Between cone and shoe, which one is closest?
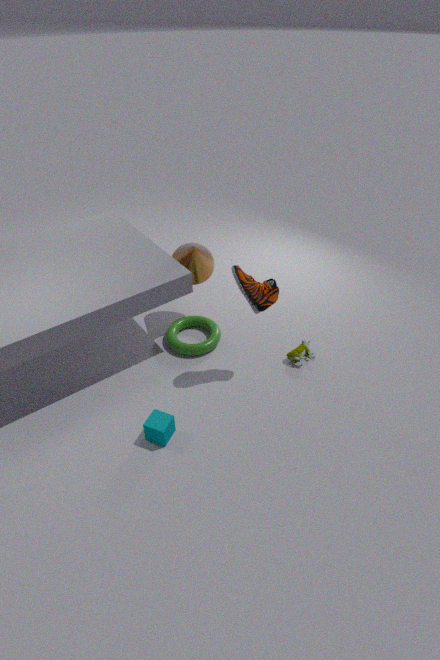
shoe
